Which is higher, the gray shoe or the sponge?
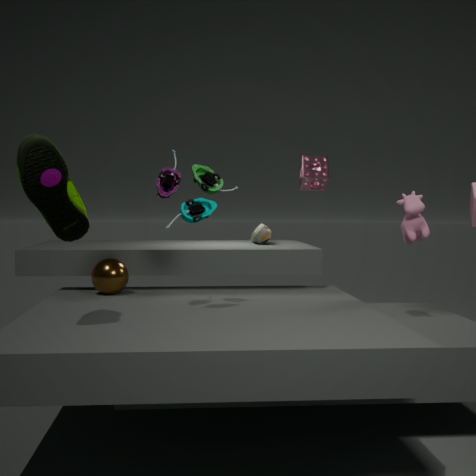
the sponge
